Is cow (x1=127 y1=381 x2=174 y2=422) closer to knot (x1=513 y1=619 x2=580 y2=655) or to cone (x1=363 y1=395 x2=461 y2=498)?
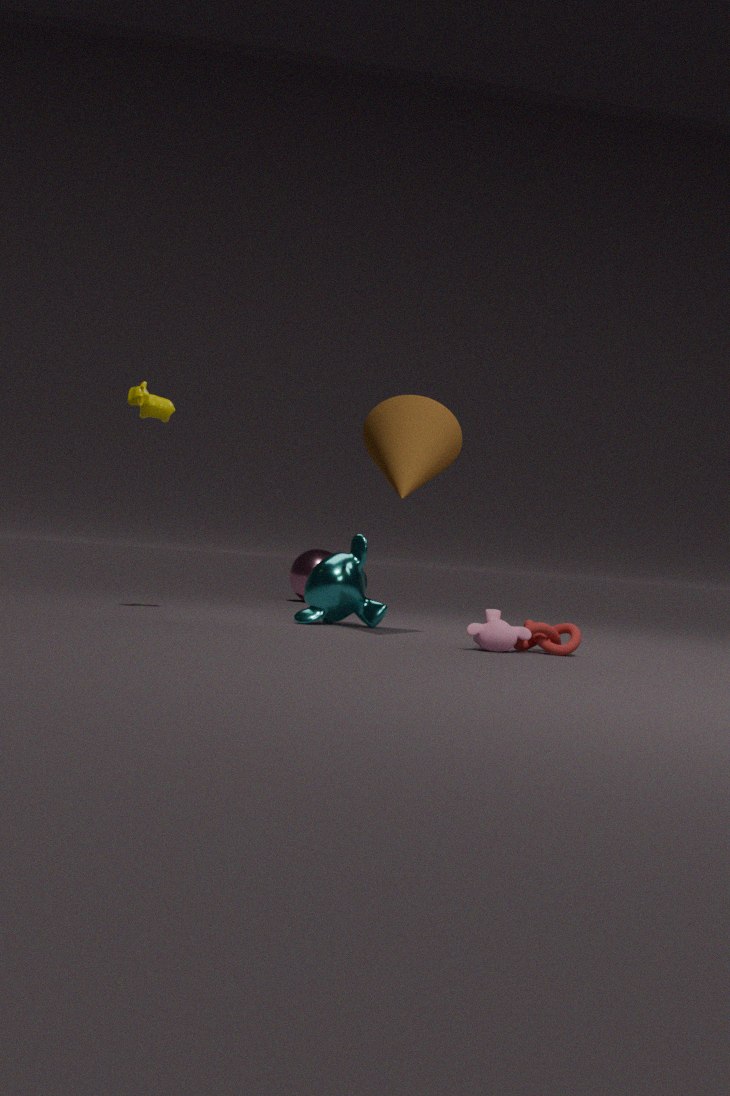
cone (x1=363 y1=395 x2=461 y2=498)
